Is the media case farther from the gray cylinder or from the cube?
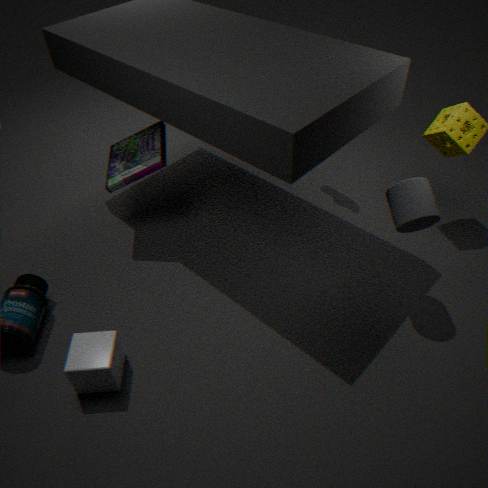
the gray cylinder
